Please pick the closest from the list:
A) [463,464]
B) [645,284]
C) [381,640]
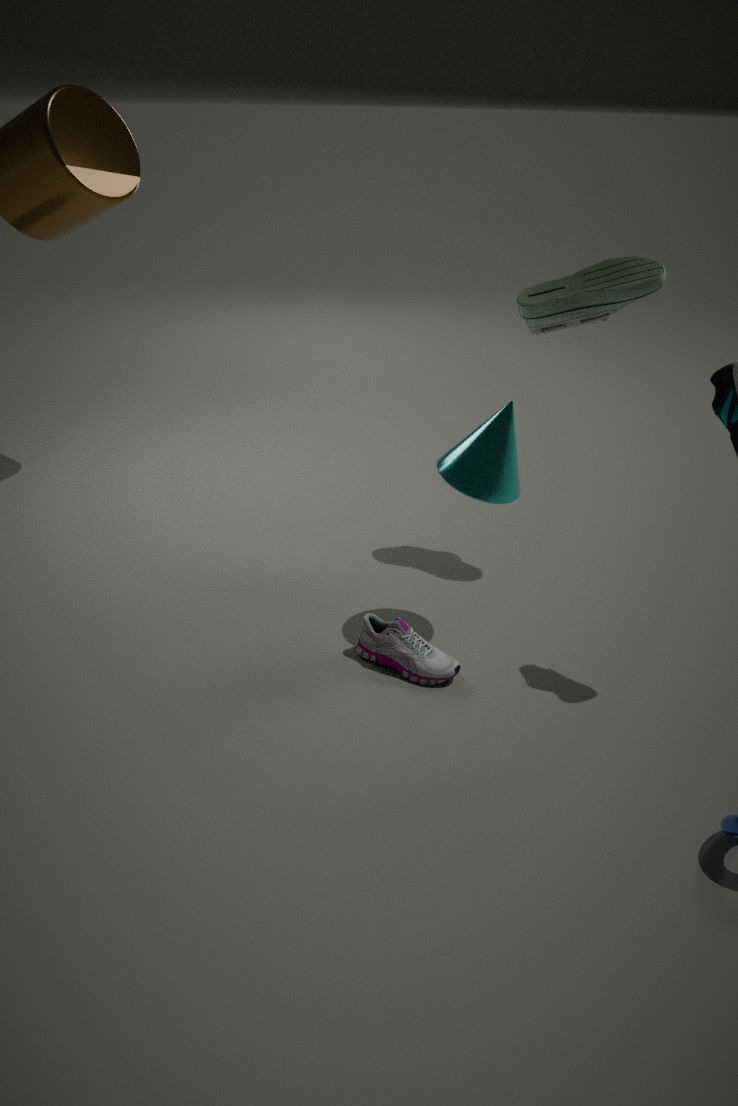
[463,464]
